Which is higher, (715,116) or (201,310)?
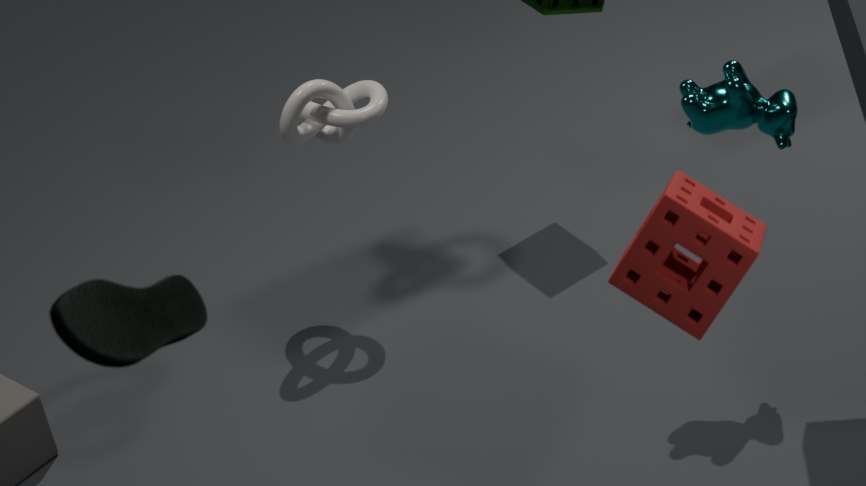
(201,310)
